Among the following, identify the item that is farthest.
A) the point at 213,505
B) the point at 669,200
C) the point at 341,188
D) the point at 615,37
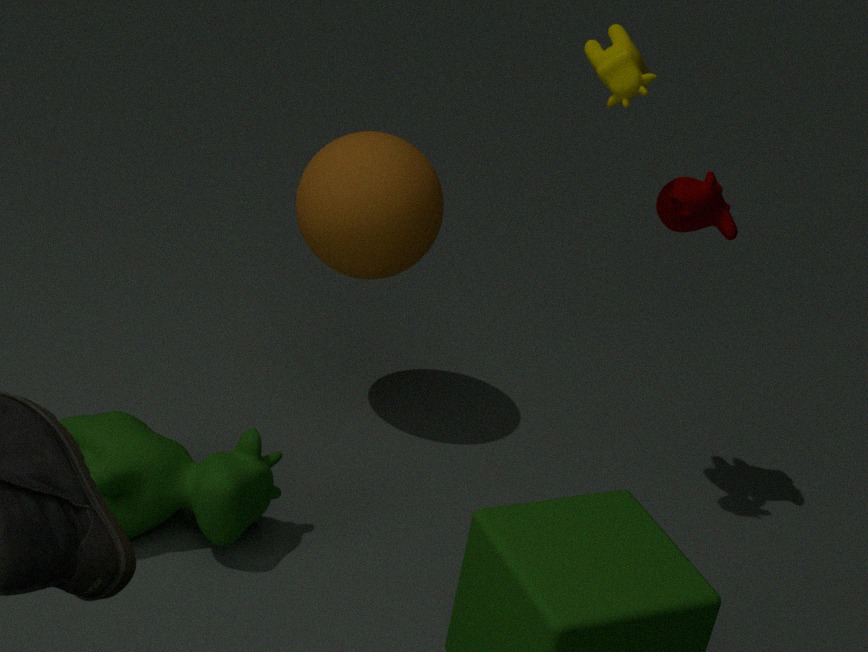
the point at 341,188
